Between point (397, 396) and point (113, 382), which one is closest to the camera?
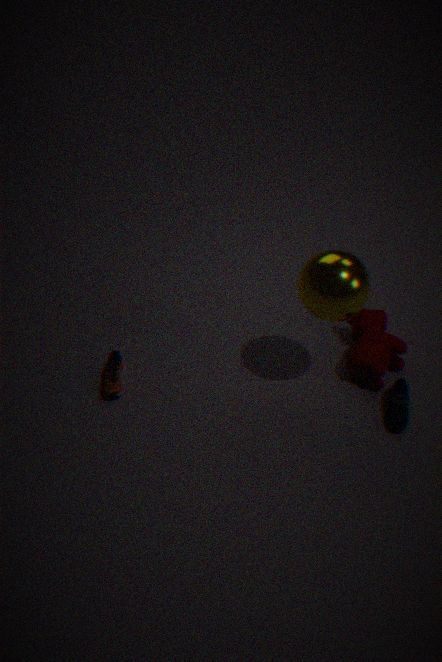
point (397, 396)
